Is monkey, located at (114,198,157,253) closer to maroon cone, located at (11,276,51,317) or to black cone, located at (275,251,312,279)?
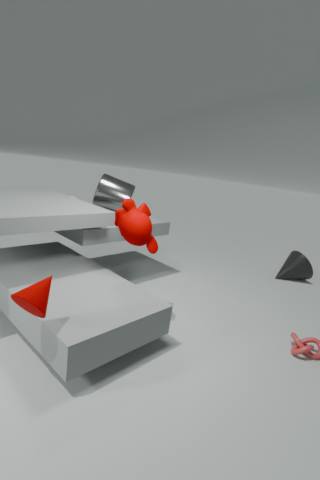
maroon cone, located at (11,276,51,317)
